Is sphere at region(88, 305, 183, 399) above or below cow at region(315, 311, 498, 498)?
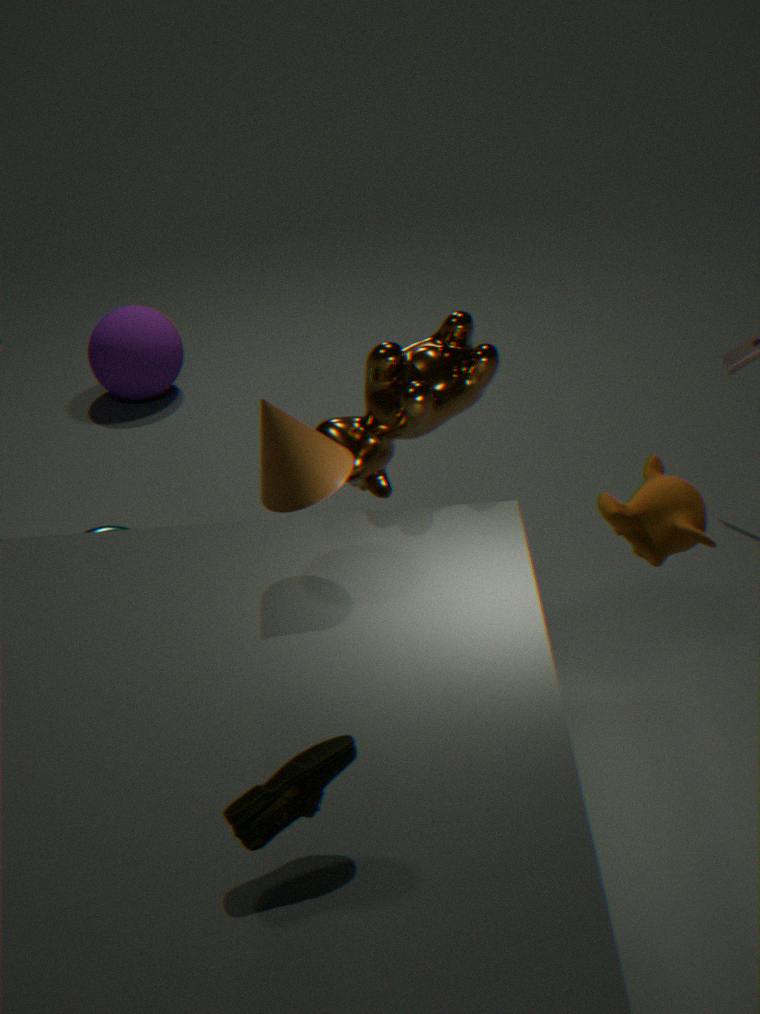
below
